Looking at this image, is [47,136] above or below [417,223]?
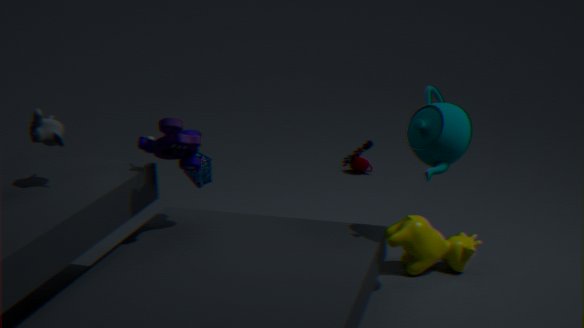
above
